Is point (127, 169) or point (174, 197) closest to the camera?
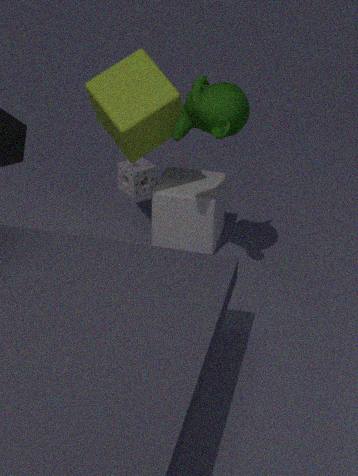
point (174, 197)
